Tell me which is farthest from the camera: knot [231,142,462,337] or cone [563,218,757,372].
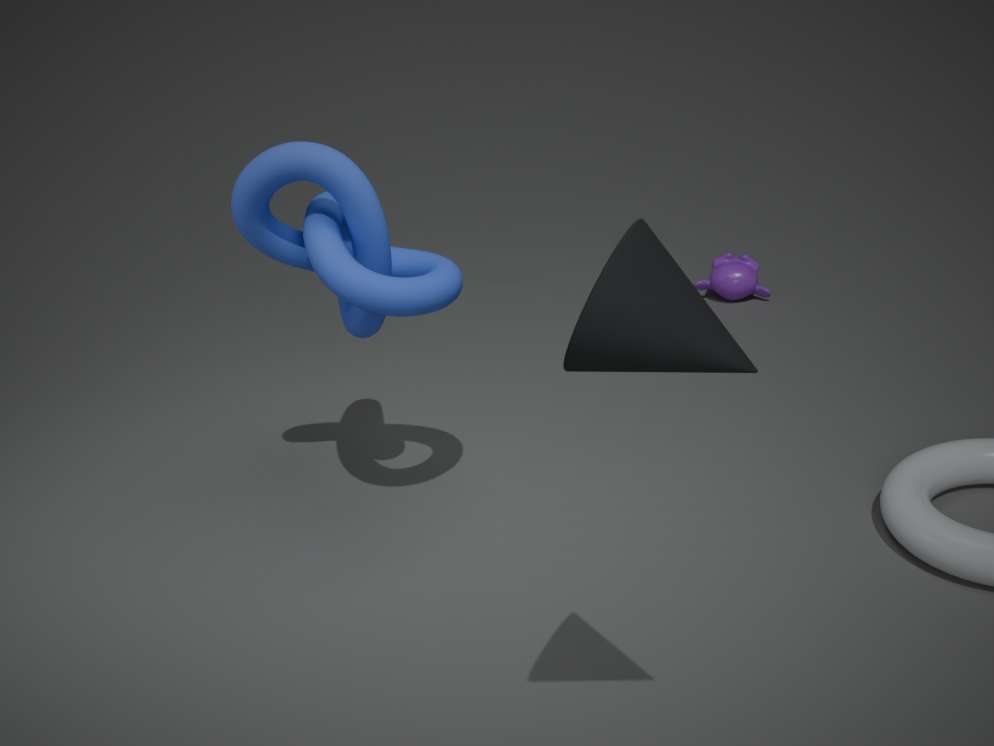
knot [231,142,462,337]
